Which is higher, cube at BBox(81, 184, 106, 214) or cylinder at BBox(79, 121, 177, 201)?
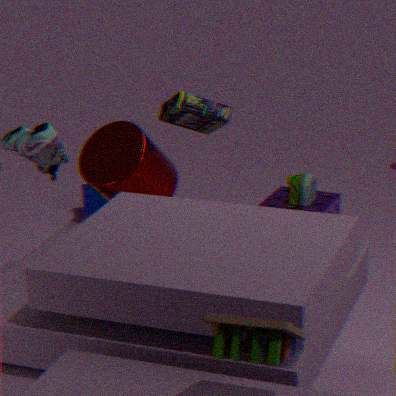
cylinder at BBox(79, 121, 177, 201)
